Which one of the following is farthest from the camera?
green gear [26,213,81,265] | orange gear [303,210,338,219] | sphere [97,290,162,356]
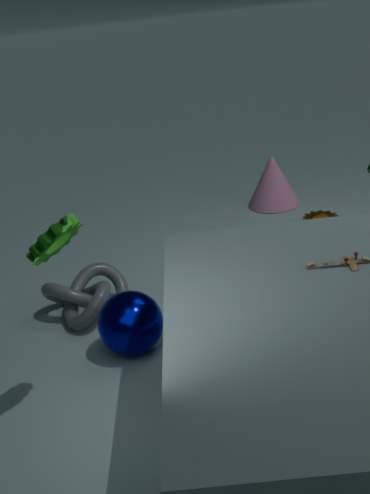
orange gear [303,210,338,219]
